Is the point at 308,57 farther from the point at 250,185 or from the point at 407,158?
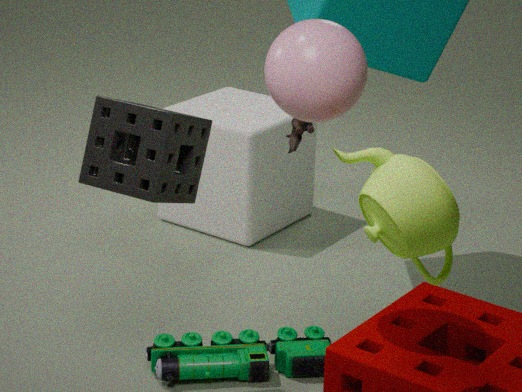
the point at 250,185
